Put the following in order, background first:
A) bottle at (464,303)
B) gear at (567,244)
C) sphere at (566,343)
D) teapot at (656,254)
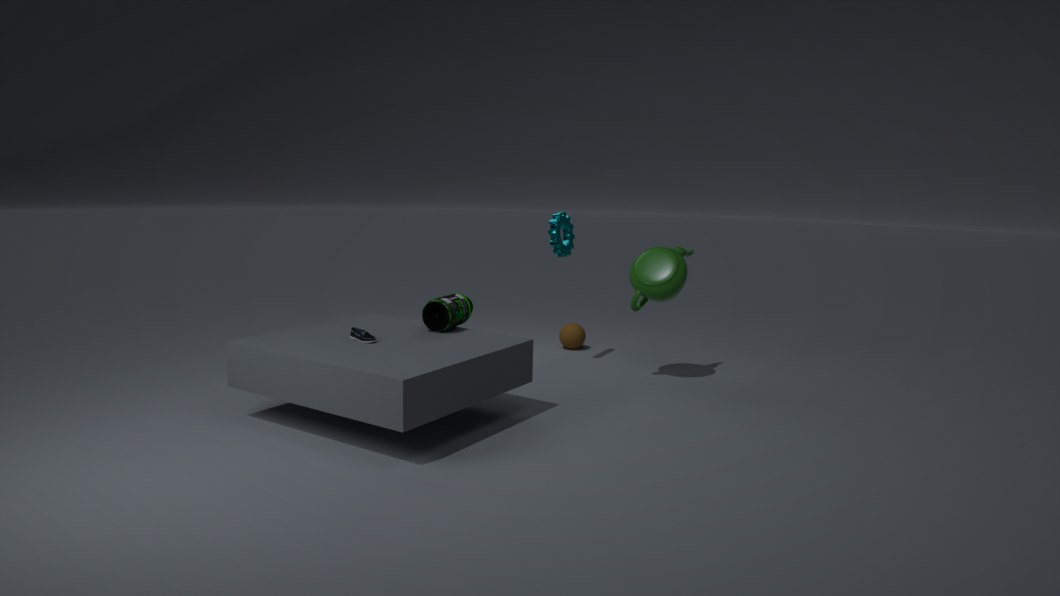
sphere at (566,343)
gear at (567,244)
teapot at (656,254)
bottle at (464,303)
